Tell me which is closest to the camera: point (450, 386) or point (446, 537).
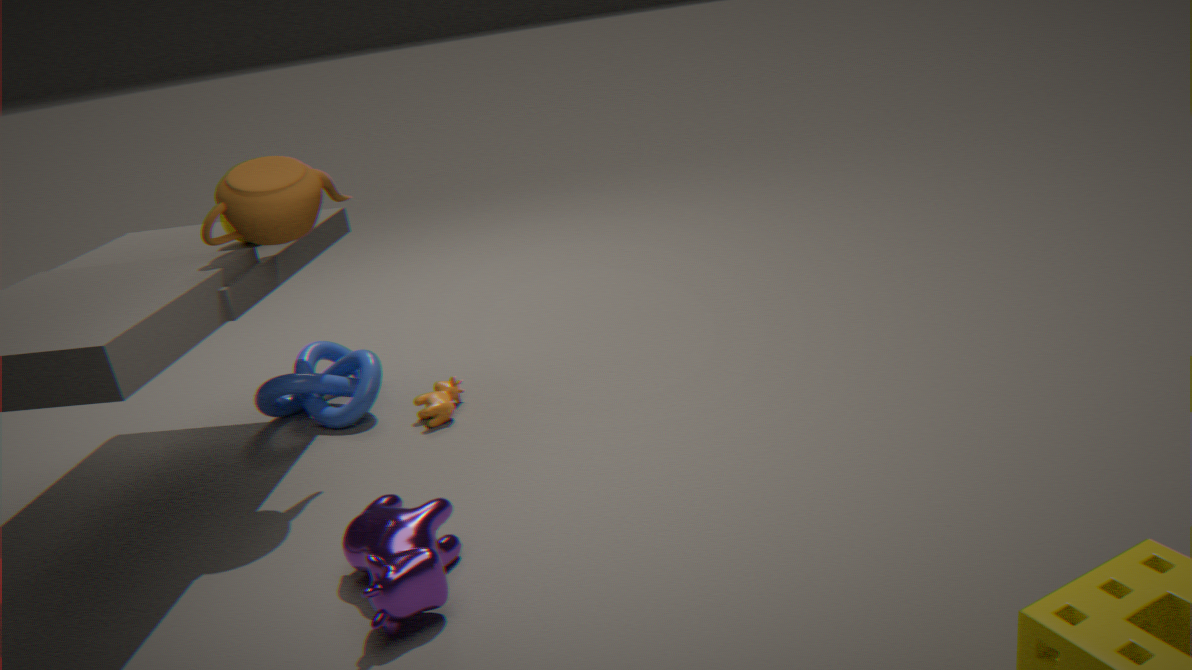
point (446, 537)
